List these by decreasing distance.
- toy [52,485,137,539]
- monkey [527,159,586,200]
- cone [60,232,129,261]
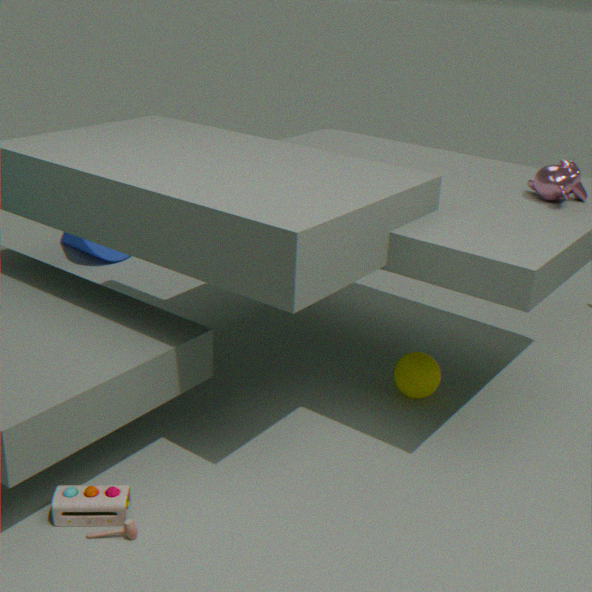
cone [60,232,129,261] < monkey [527,159,586,200] < toy [52,485,137,539]
